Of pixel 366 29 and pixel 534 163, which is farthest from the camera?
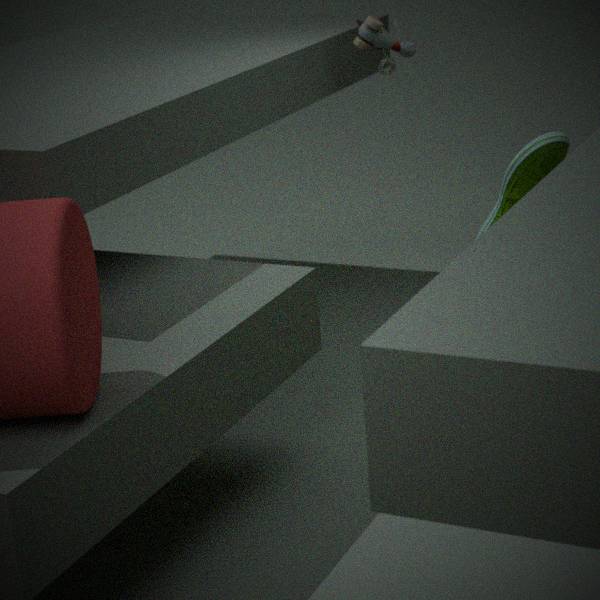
pixel 366 29
